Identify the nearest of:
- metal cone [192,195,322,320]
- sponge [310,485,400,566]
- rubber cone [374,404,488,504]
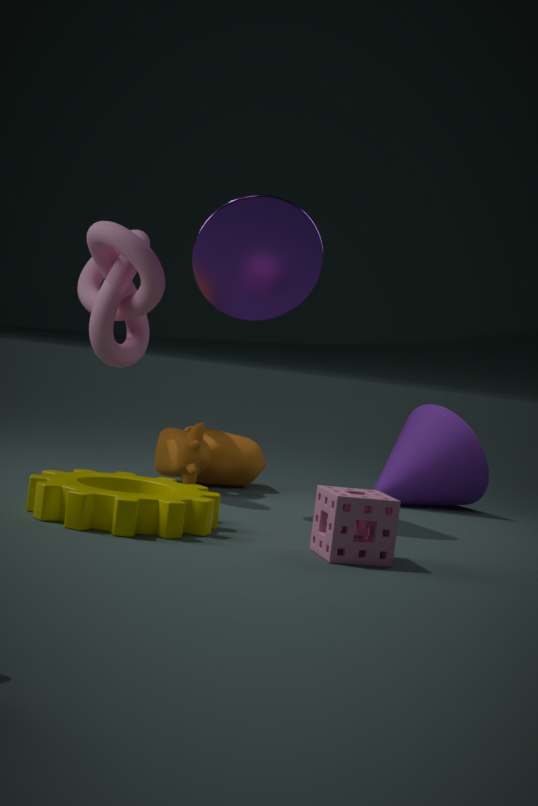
sponge [310,485,400,566]
